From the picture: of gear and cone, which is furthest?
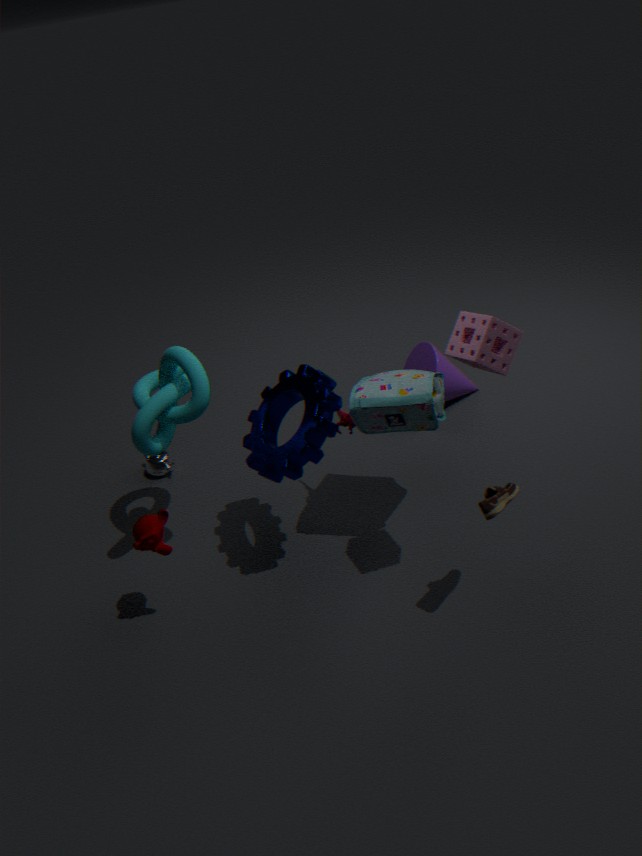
cone
